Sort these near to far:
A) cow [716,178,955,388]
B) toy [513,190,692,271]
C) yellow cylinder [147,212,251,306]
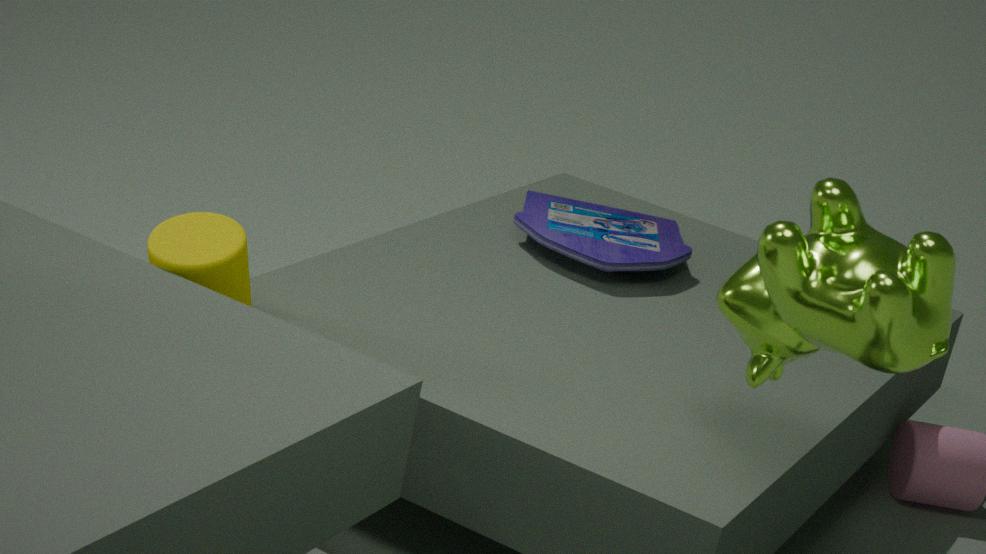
cow [716,178,955,388]
yellow cylinder [147,212,251,306]
toy [513,190,692,271]
